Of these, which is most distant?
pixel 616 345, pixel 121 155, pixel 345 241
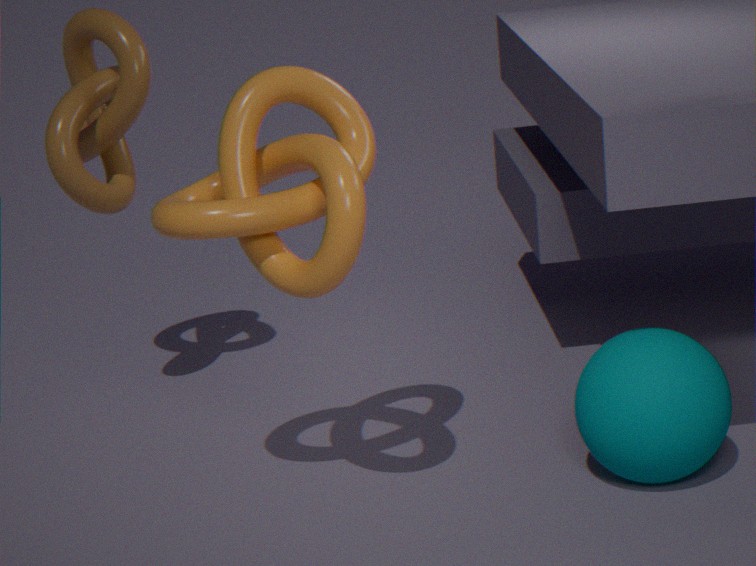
pixel 121 155
